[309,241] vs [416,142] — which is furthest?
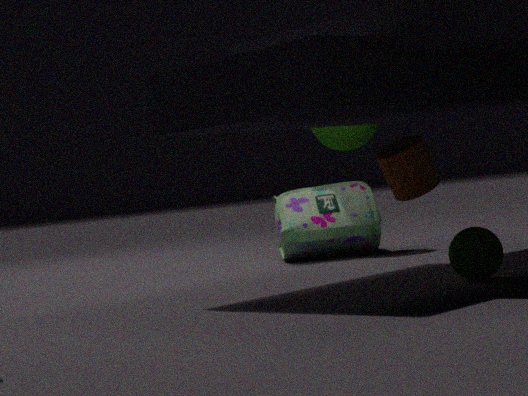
[309,241]
